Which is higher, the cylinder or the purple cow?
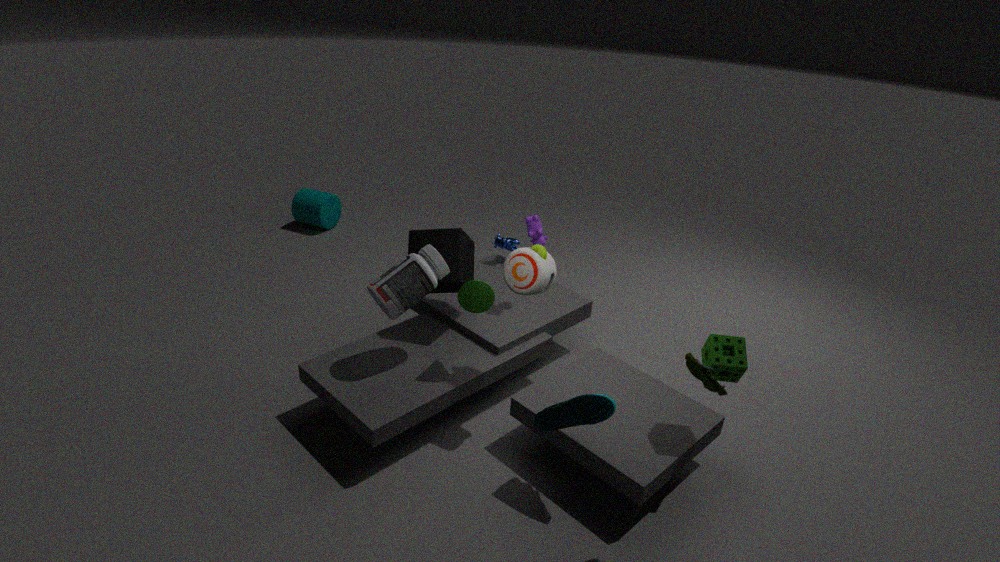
the purple cow
